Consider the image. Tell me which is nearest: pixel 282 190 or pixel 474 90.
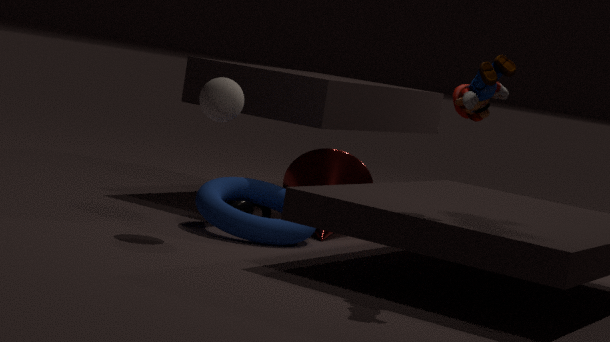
pixel 474 90
